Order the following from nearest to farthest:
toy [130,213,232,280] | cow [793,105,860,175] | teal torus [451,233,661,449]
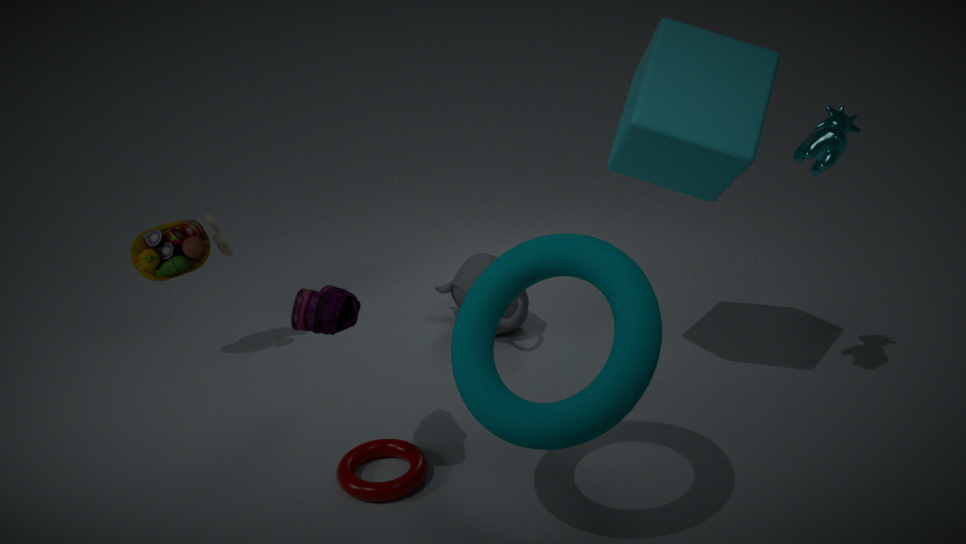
teal torus [451,233,661,449]
cow [793,105,860,175]
toy [130,213,232,280]
